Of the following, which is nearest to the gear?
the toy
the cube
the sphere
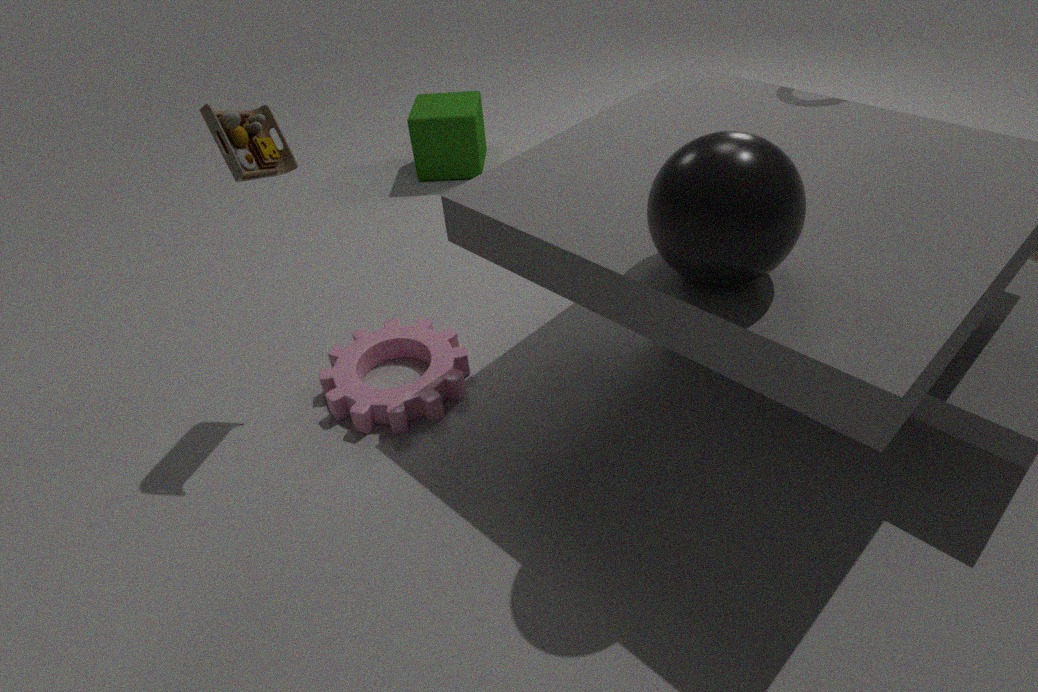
the toy
